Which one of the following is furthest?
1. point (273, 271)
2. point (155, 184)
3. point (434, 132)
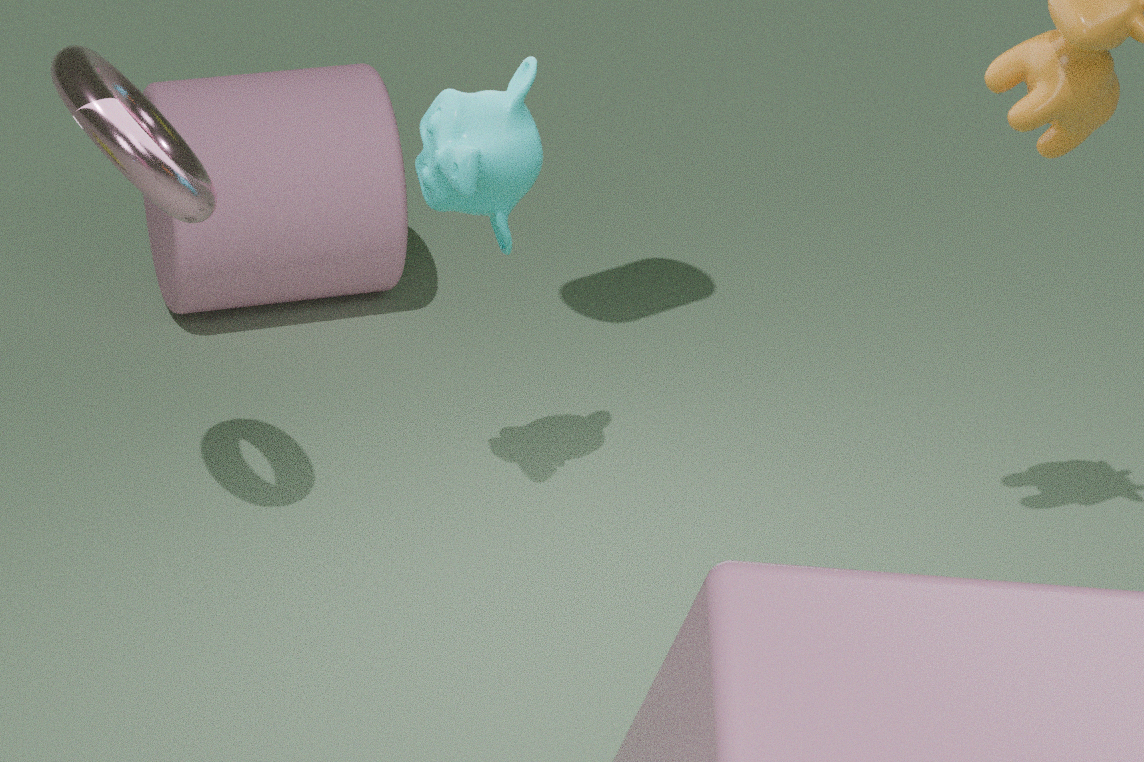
point (273, 271)
